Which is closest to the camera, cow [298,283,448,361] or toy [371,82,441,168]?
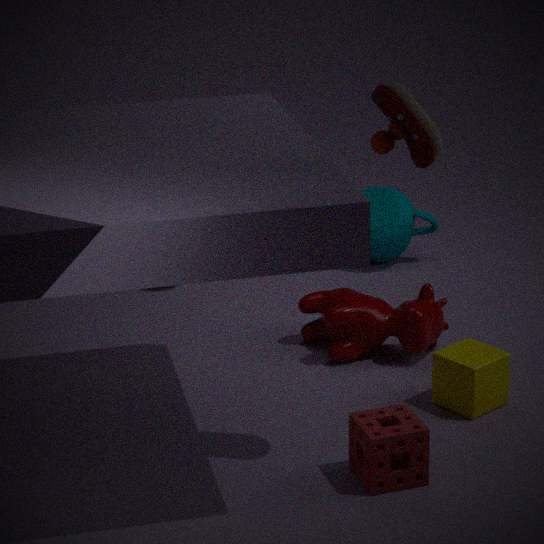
toy [371,82,441,168]
